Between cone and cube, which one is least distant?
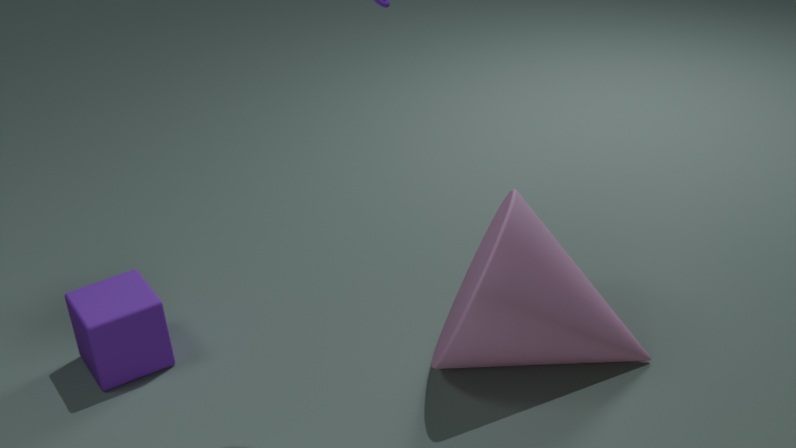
cone
